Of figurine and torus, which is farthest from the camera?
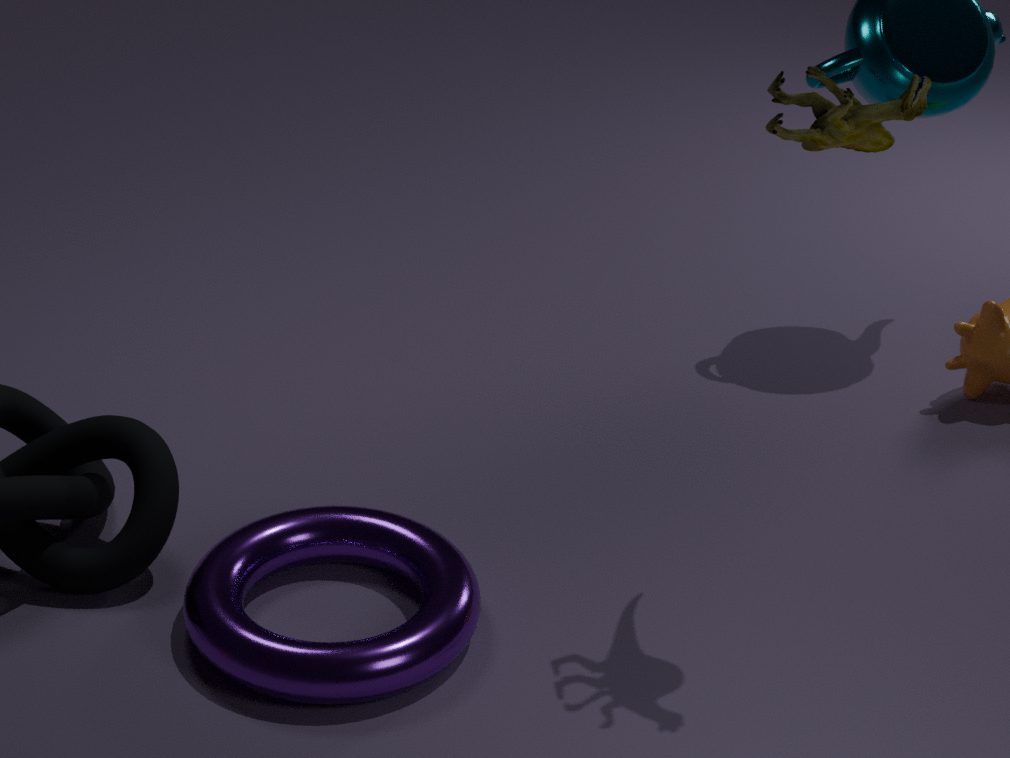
torus
